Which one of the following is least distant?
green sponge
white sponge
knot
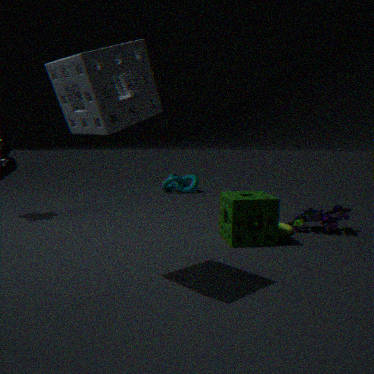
white sponge
